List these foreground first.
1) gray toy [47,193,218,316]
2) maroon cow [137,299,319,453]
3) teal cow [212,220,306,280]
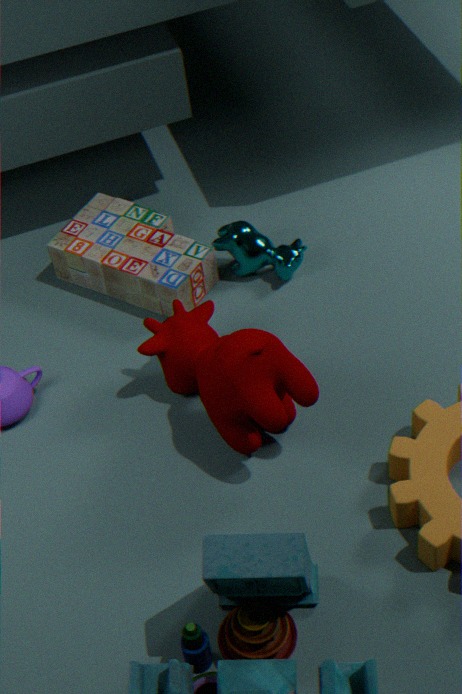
2. maroon cow [137,299,319,453] < 1. gray toy [47,193,218,316] < 3. teal cow [212,220,306,280]
